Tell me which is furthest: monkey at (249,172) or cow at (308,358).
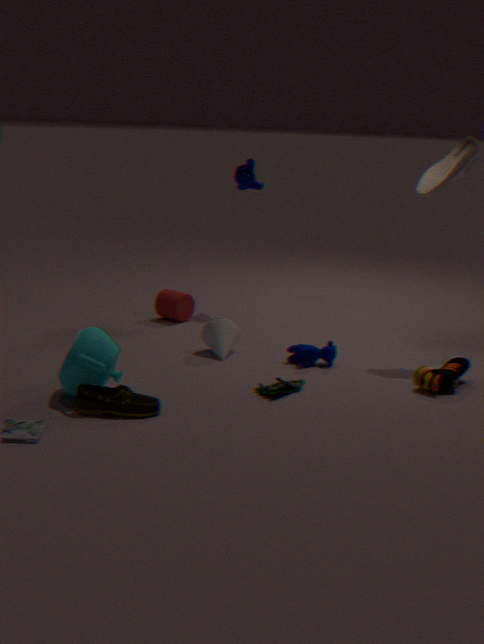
monkey at (249,172)
